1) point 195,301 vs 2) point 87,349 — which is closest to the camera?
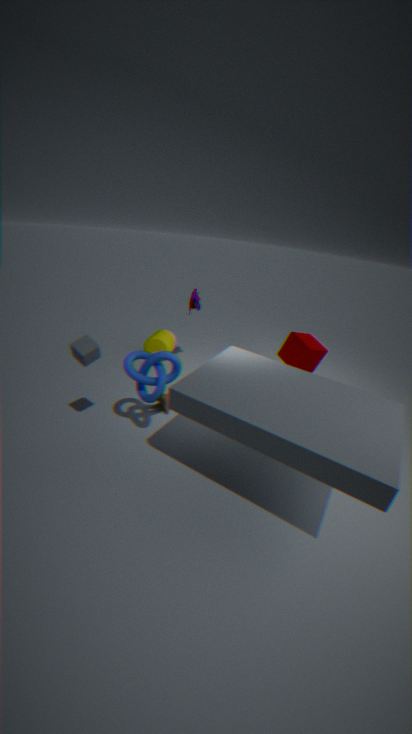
2. point 87,349
